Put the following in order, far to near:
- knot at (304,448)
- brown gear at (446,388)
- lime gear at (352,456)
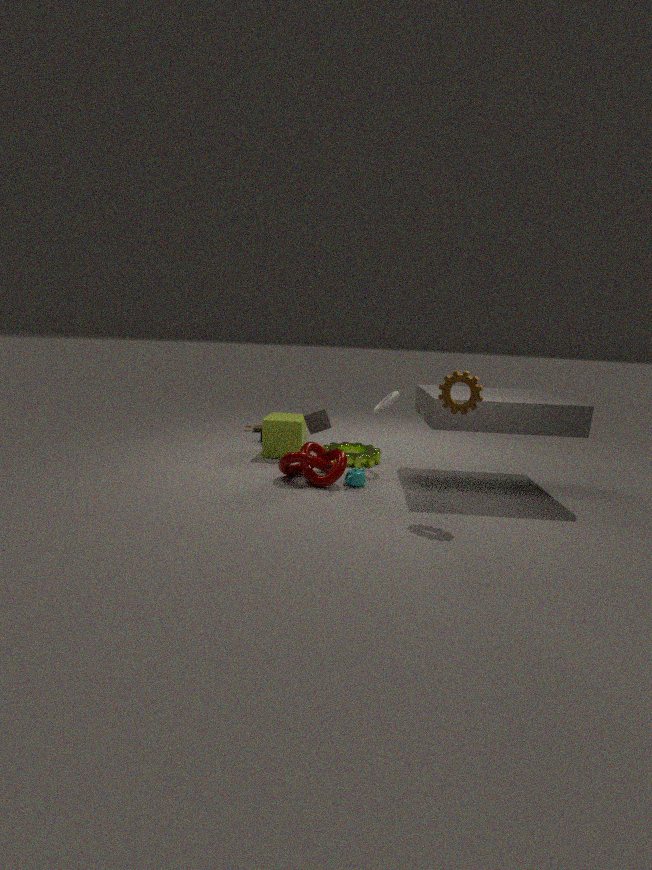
lime gear at (352,456)
knot at (304,448)
brown gear at (446,388)
